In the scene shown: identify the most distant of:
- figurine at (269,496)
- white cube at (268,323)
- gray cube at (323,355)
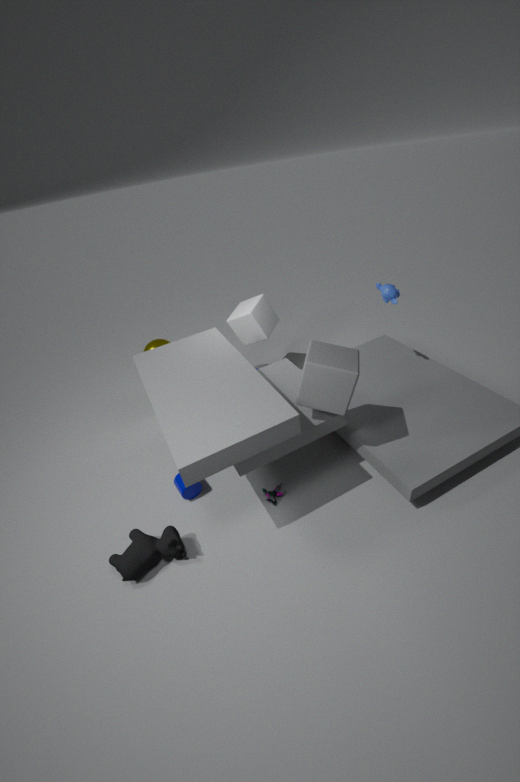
white cube at (268,323)
